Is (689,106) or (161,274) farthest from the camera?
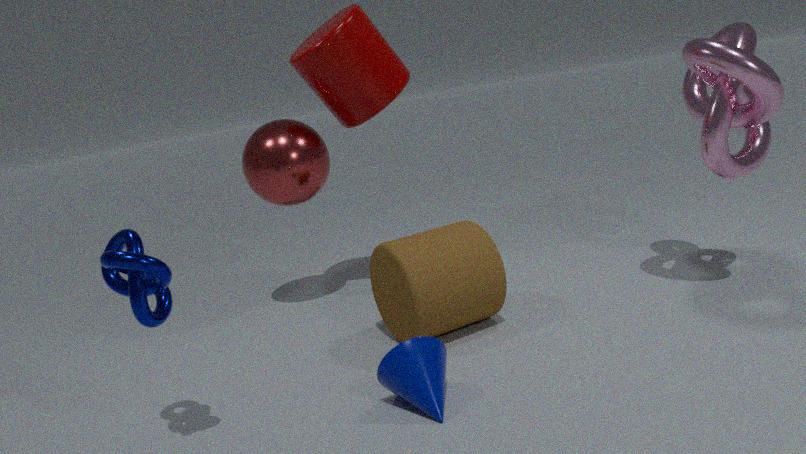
(689,106)
